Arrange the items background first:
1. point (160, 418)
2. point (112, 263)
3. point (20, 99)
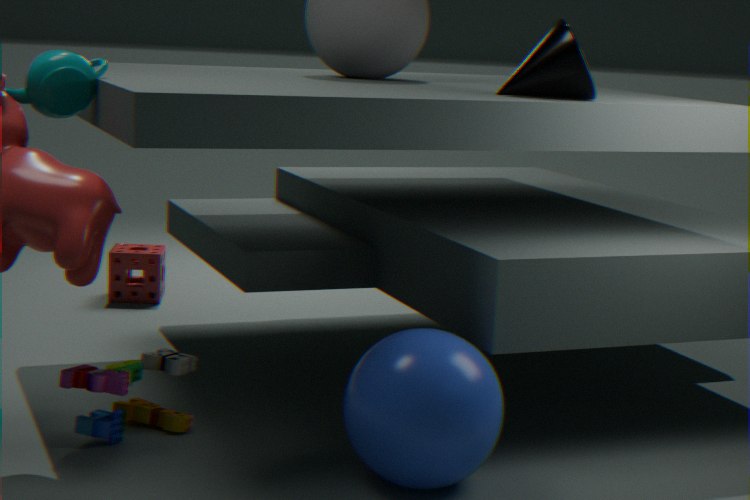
point (112, 263) < point (160, 418) < point (20, 99)
